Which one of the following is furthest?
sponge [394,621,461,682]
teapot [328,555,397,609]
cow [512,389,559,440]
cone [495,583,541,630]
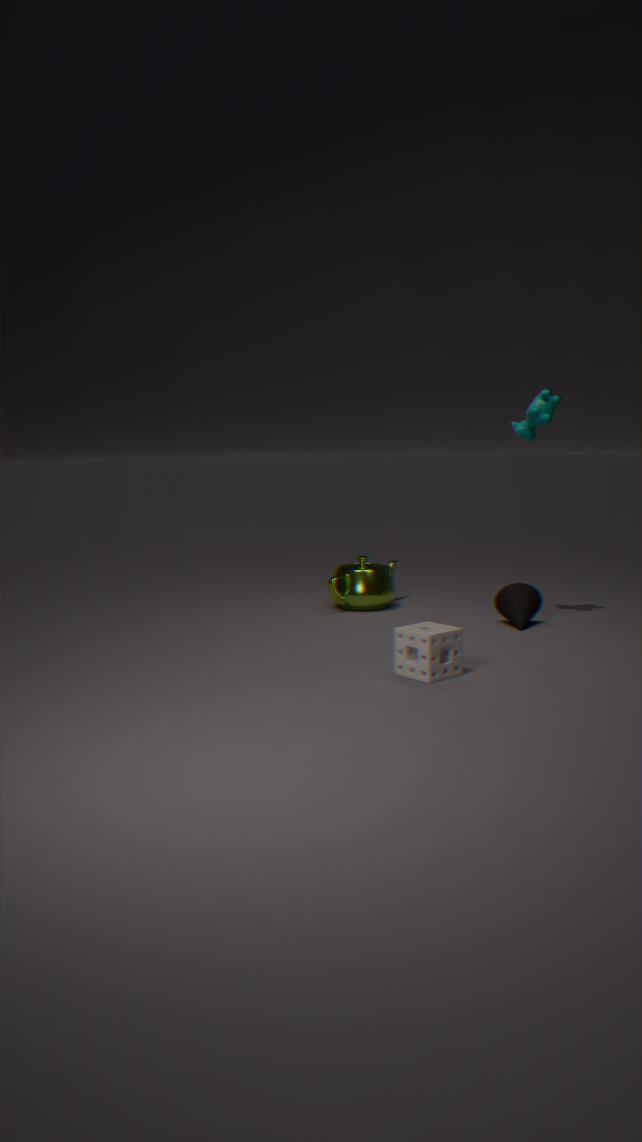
teapot [328,555,397,609]
